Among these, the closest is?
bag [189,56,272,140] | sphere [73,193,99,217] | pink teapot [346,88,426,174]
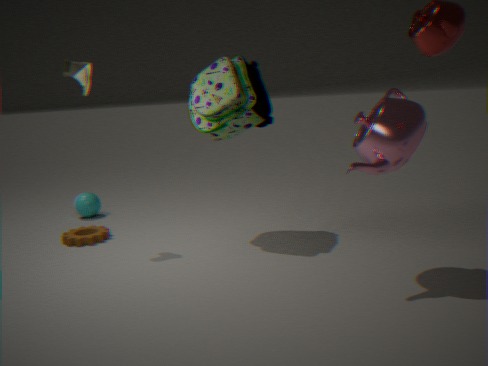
pink teapot [346,88,426,174]
